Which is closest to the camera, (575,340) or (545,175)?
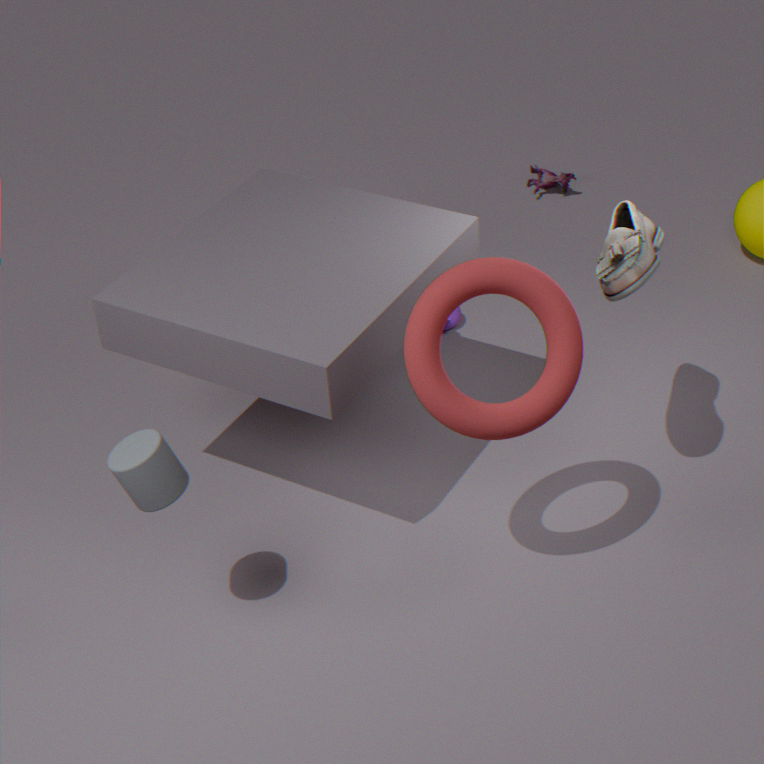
(575,340)
